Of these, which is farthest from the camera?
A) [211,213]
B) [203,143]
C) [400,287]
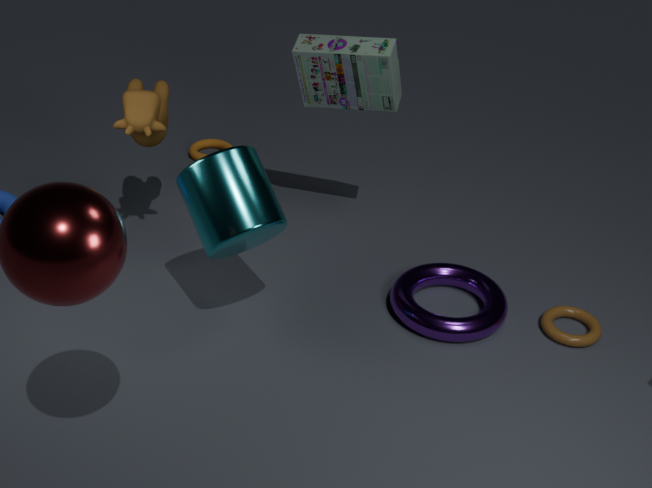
[203,143]
